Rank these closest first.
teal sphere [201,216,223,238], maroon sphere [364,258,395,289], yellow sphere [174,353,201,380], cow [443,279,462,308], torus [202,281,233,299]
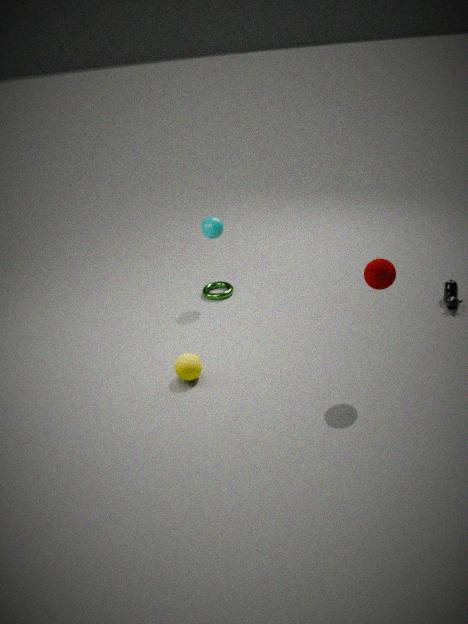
1. maroon sphere [364,258,395,289]
2. yellow sphere [174,353,201,380]
3. cow [443,279,462,308]
4. teal sphere [201,216,223,238]
5. torus [202,281,233,299]
